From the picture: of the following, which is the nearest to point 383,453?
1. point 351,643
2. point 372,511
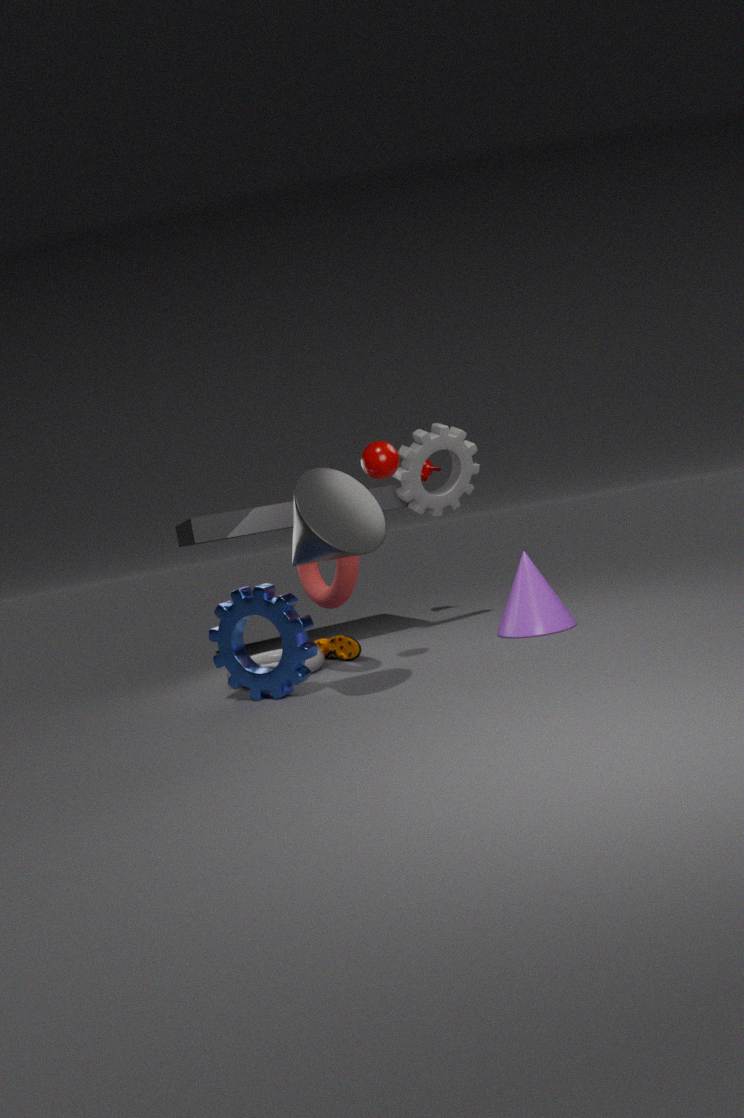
point 372,511
